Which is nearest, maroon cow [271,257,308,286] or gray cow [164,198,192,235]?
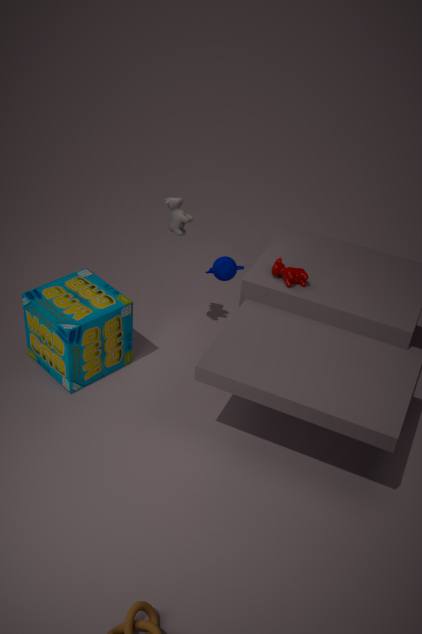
maroon cow [271,257,308,286]
